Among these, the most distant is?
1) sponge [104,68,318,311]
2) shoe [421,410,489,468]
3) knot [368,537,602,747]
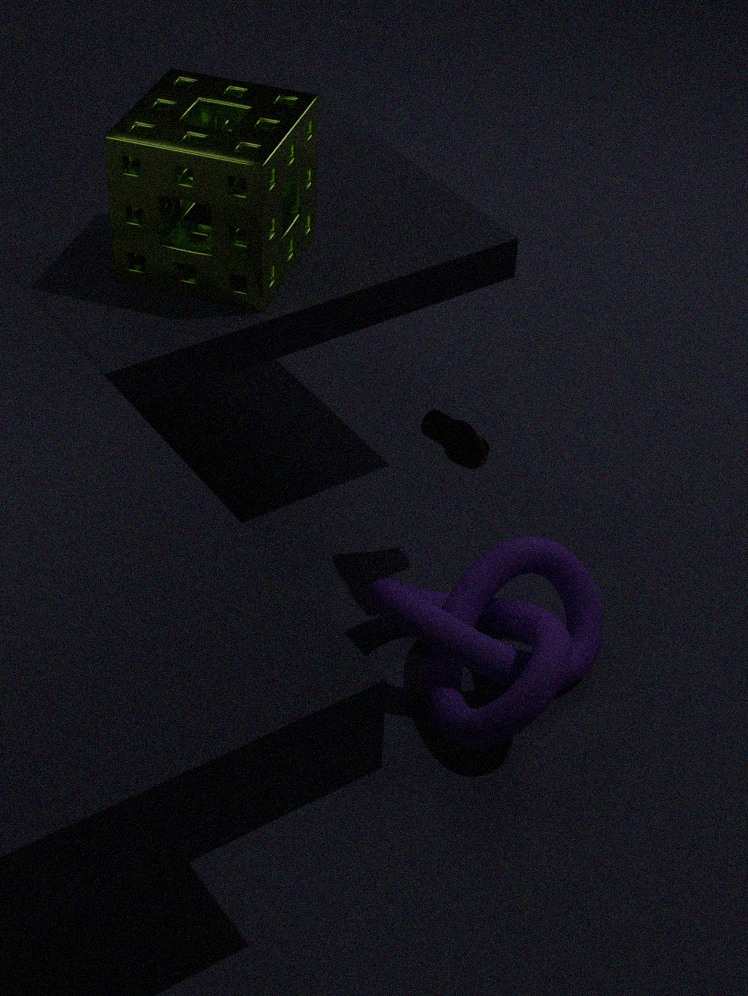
2. shoe [421,410,489,468]
